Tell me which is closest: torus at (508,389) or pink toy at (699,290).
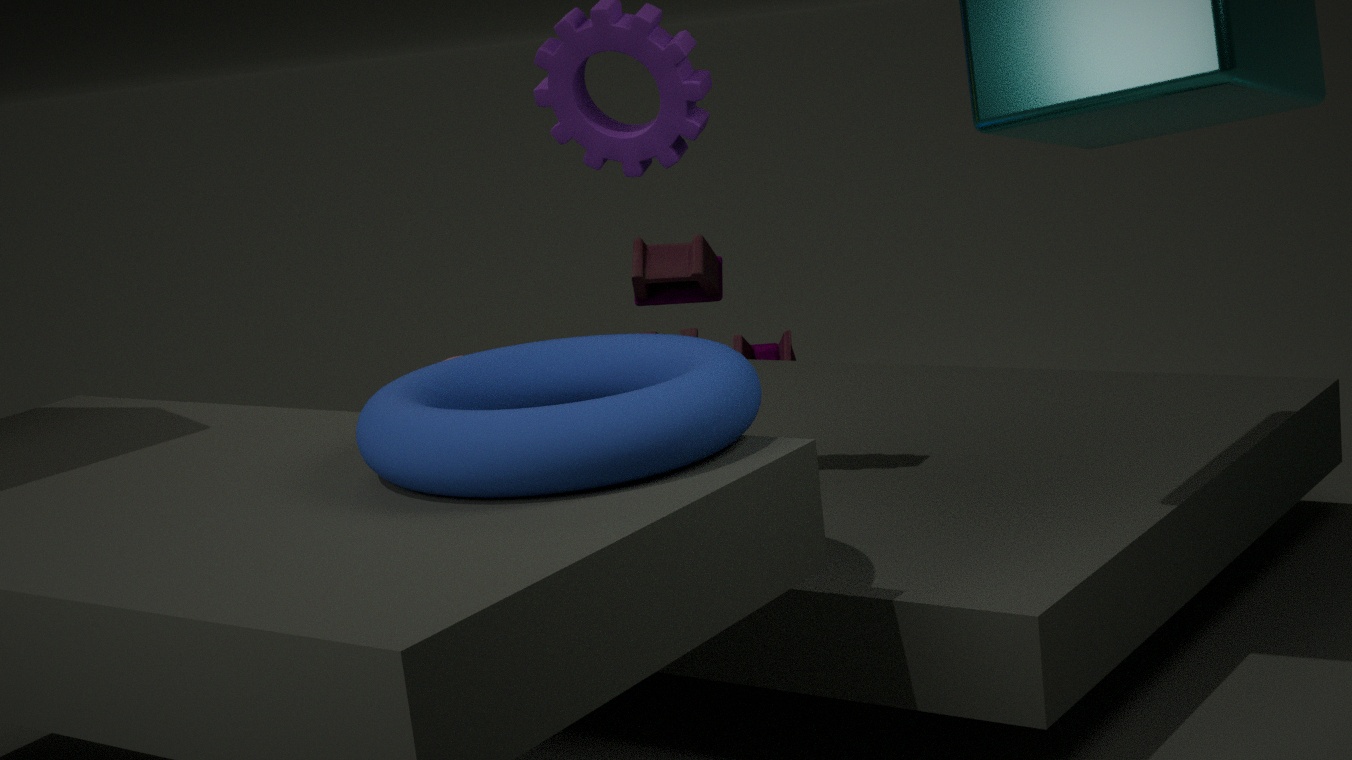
torus at (508,389)
